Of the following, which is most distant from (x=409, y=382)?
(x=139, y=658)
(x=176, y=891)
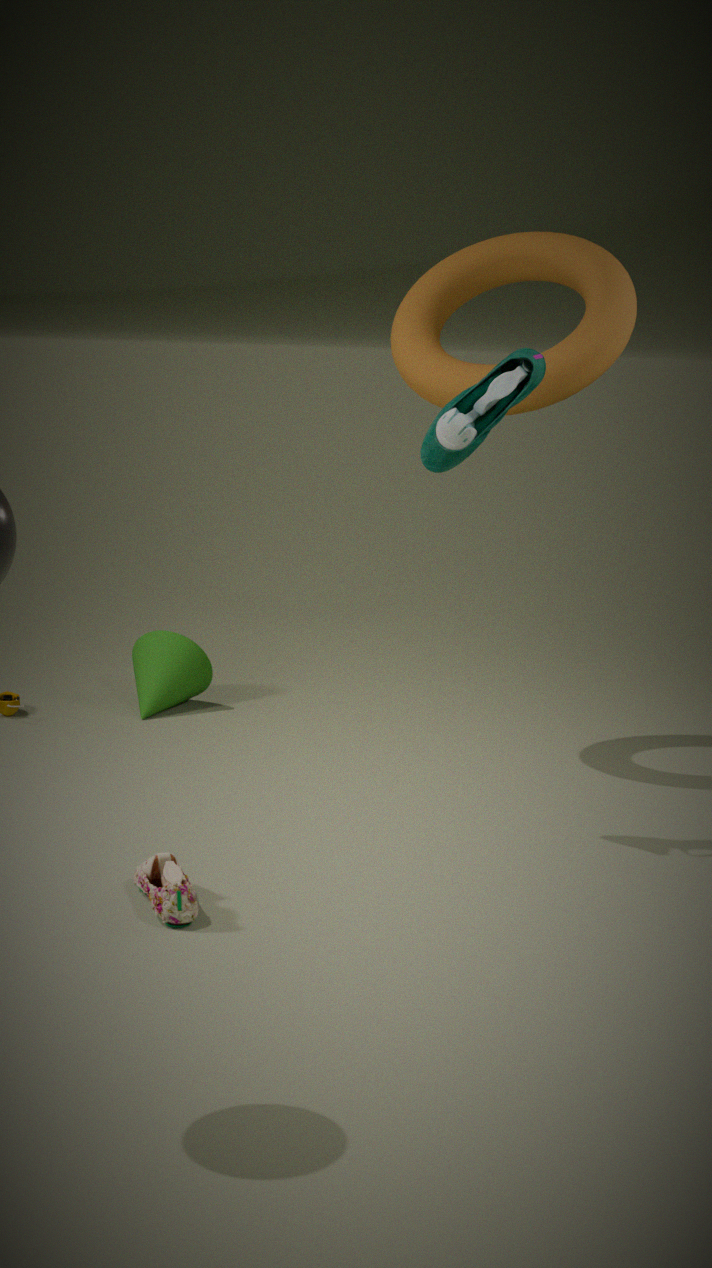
(x=176, y=891)
